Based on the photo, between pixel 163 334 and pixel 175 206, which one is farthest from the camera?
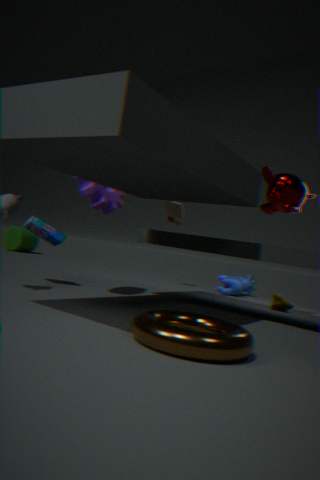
pixel 175 206
